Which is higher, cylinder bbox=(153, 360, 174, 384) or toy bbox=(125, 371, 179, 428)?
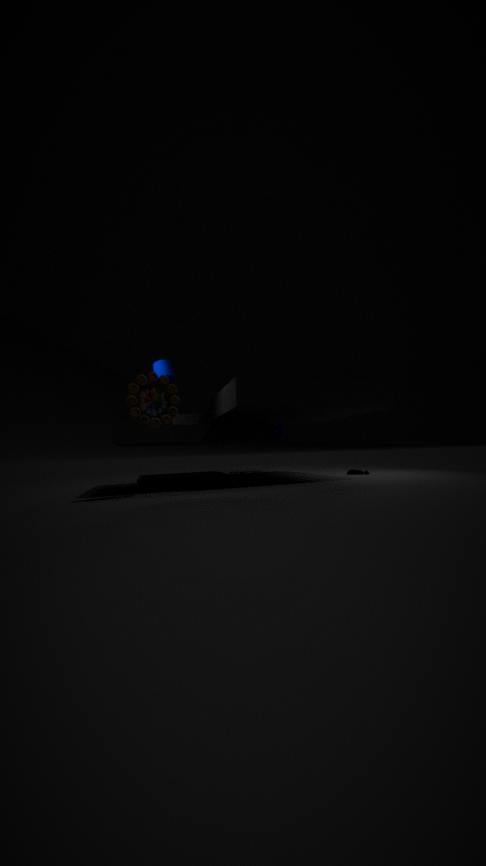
cylinder bbox=(153, 360, 174, 384)
